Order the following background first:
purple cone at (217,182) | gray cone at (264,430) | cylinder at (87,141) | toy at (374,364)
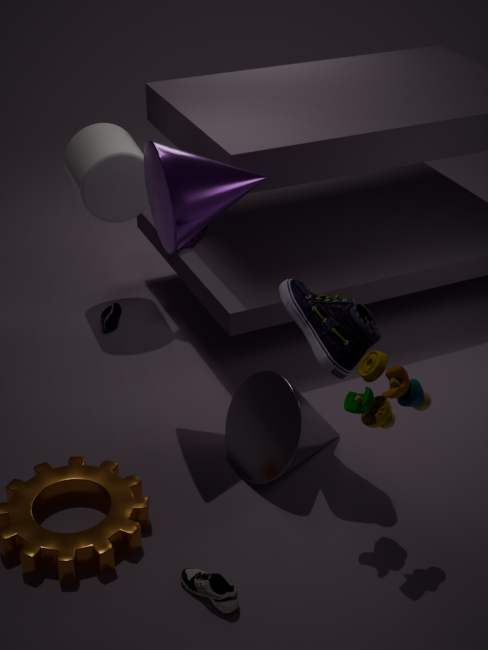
cylinder at (87,141) < gray cone at (264,430) < purple cone at (217,182) < toy at (374,364)
